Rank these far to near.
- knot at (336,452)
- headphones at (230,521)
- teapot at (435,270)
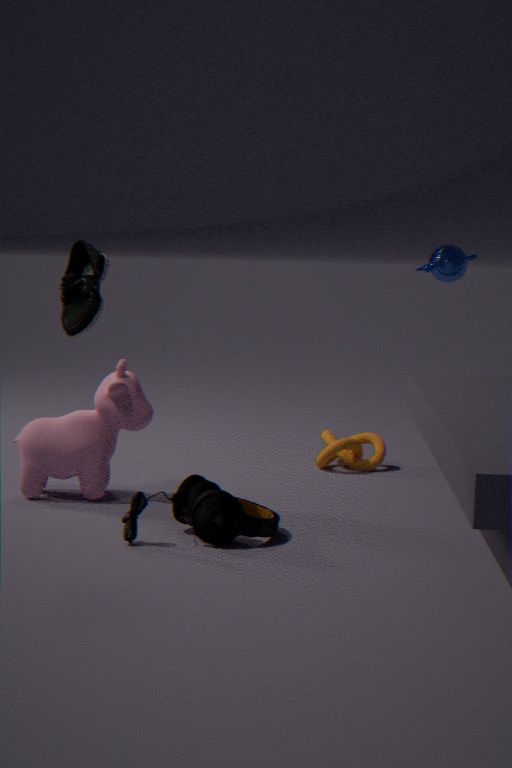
teapot at (435,270) < knot at (336,452) < headphones at (230,521)
